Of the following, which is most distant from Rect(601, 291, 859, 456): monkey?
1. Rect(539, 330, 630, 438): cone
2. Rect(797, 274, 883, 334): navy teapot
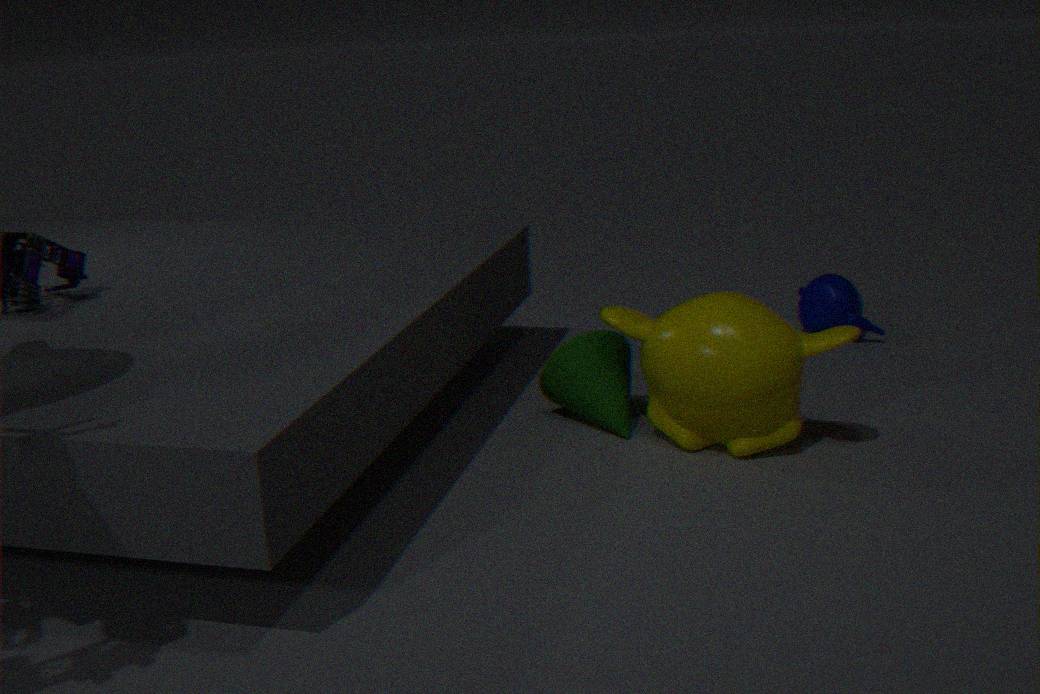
Rect(797, 274, 883, 334): navy teapot
